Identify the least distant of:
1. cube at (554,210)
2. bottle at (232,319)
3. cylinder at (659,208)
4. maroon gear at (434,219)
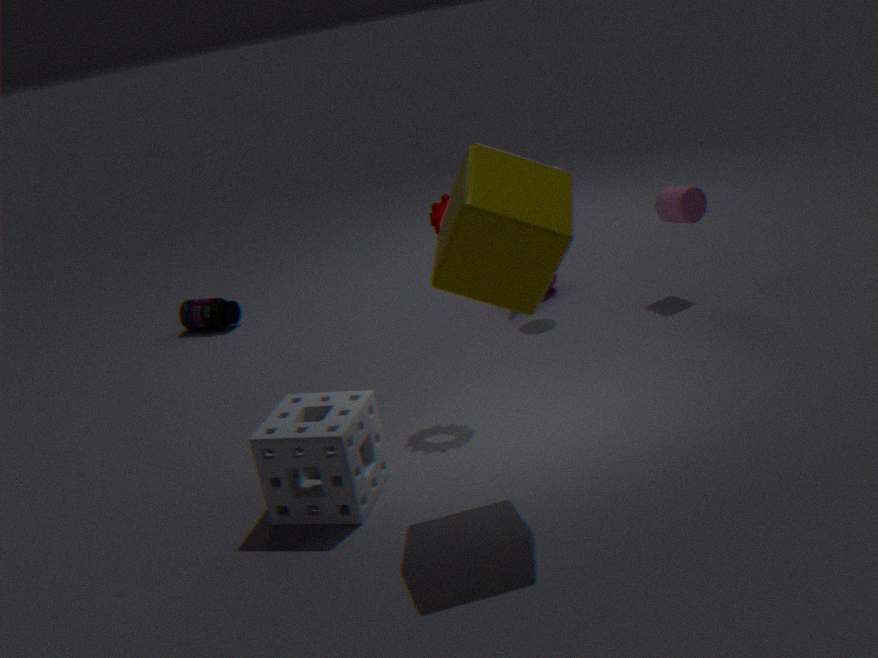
cube at (554,210)
